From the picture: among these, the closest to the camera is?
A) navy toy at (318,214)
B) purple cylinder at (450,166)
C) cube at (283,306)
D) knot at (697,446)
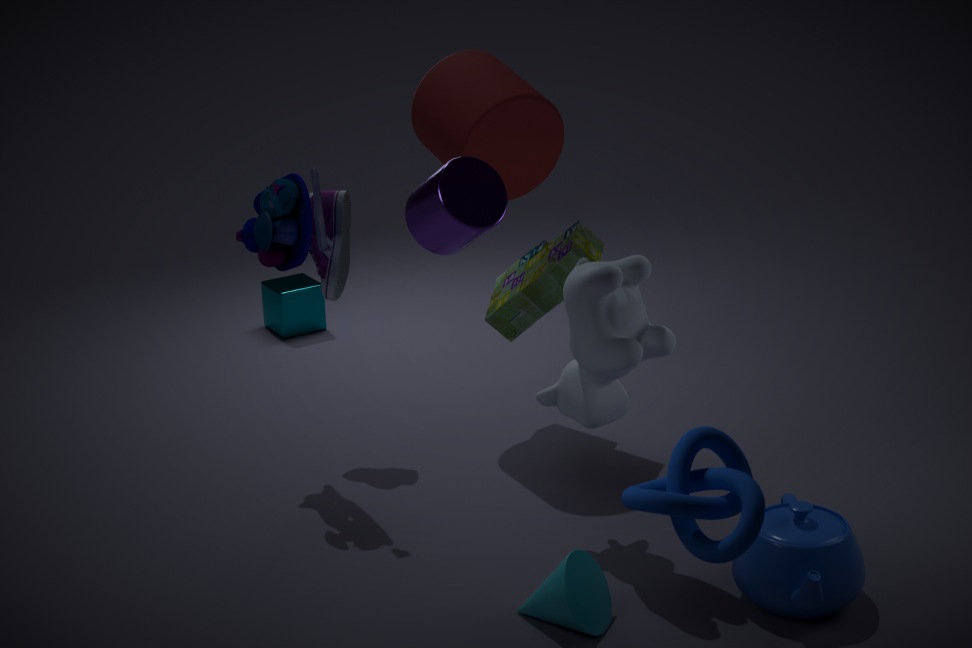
knot at (697,446)
